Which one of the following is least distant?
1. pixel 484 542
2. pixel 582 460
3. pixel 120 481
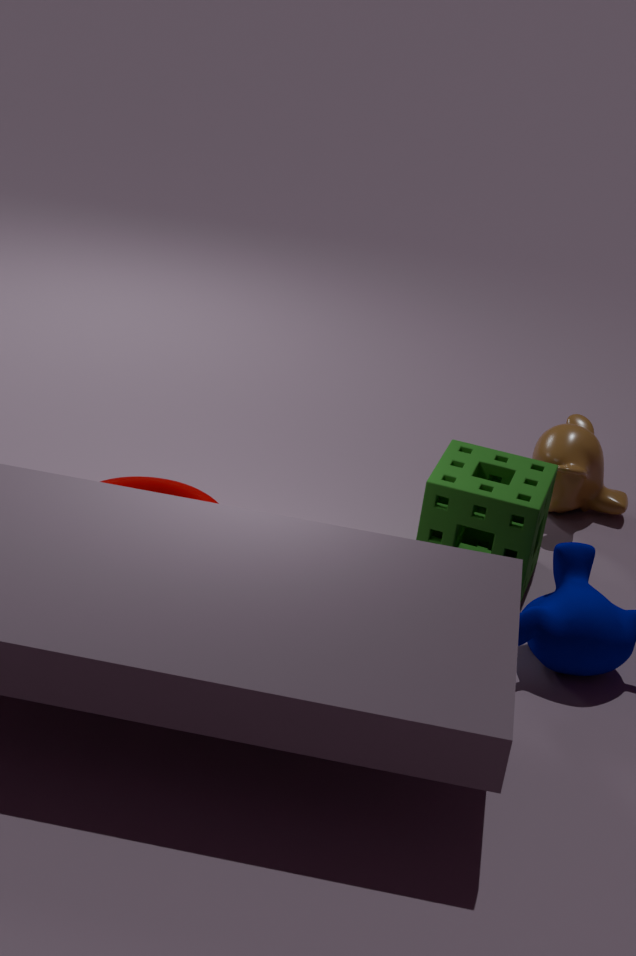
pixel 120 481
